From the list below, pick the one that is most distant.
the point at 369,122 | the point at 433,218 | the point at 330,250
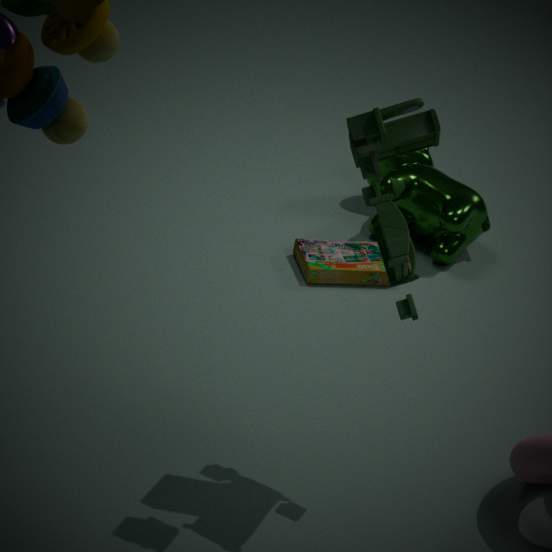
the point at 433,218
